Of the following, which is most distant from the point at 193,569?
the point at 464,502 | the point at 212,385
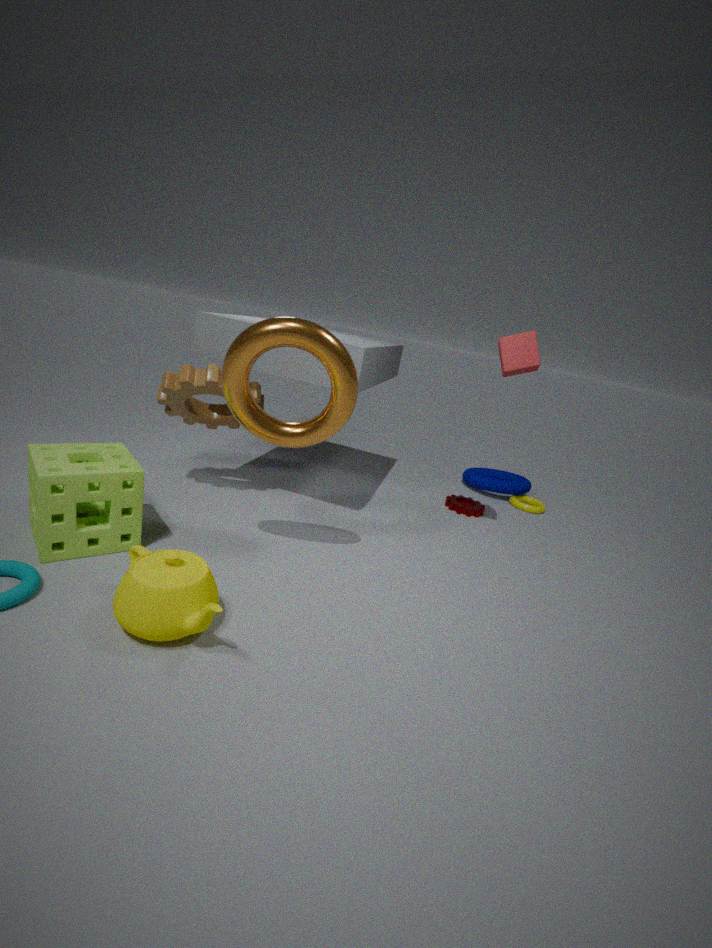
the point at 464,502
